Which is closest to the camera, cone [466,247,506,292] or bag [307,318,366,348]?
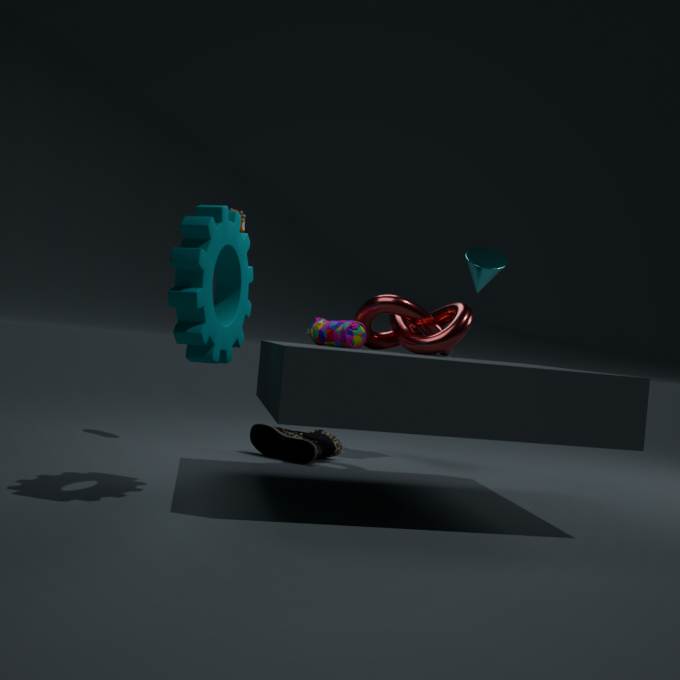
bag [307,318,366,348]
